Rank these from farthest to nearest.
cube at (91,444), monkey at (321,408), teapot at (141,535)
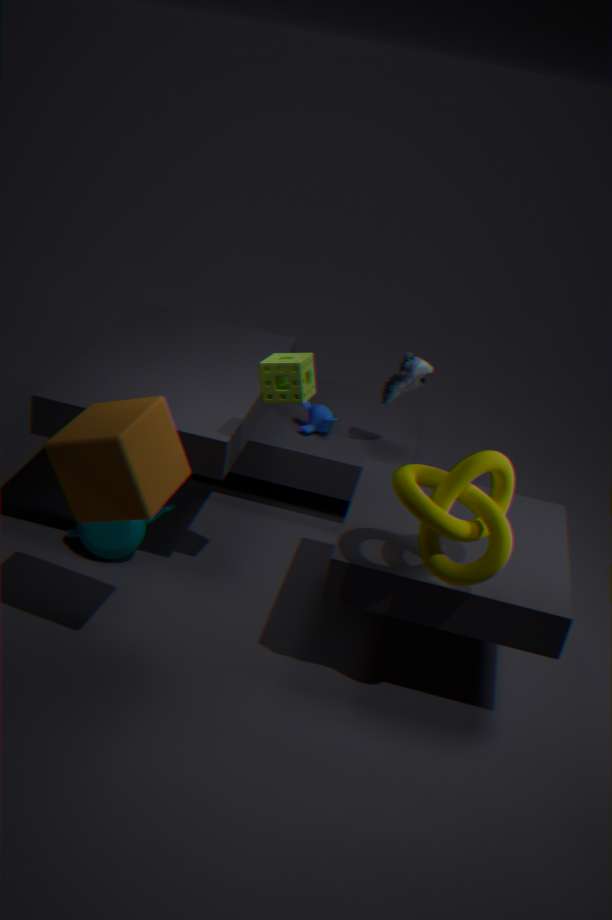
1. monkey at (321,408)
2. teapot at (141,535)
3. cube at (91,444)
